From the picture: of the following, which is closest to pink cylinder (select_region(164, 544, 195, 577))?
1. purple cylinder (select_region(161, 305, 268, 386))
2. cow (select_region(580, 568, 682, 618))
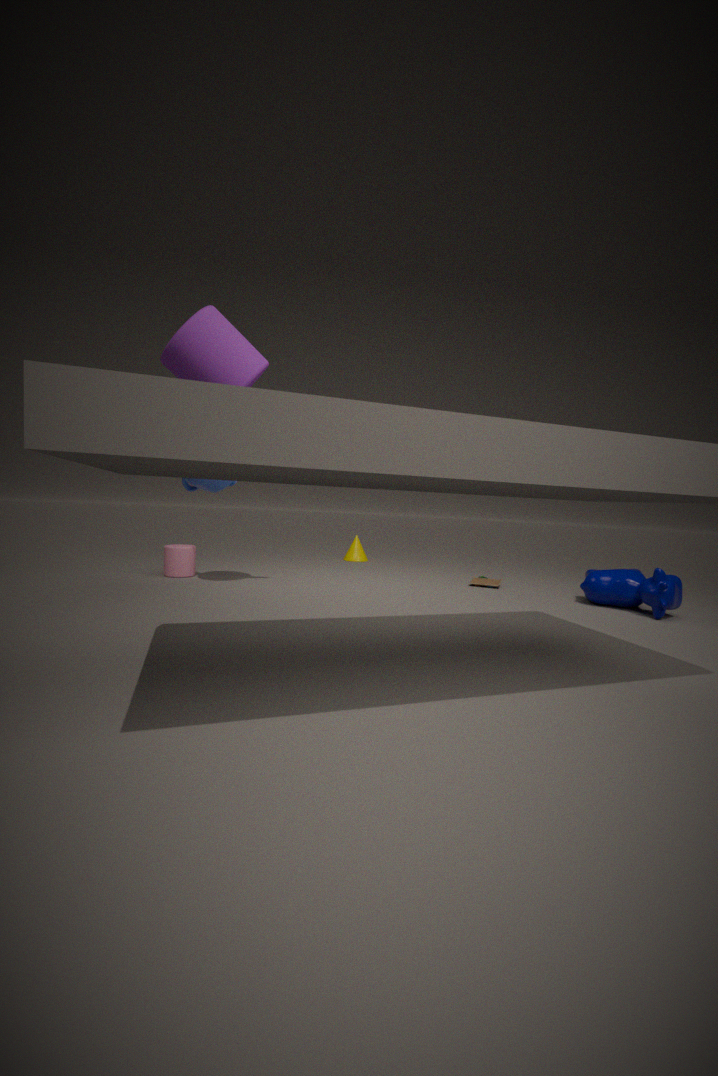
purple cylinder (select_region(161, 305, 268, 386))
